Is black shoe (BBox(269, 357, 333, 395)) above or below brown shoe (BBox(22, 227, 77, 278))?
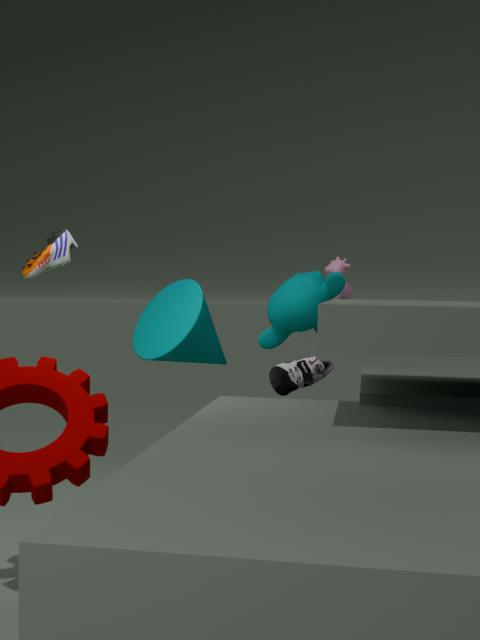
below
